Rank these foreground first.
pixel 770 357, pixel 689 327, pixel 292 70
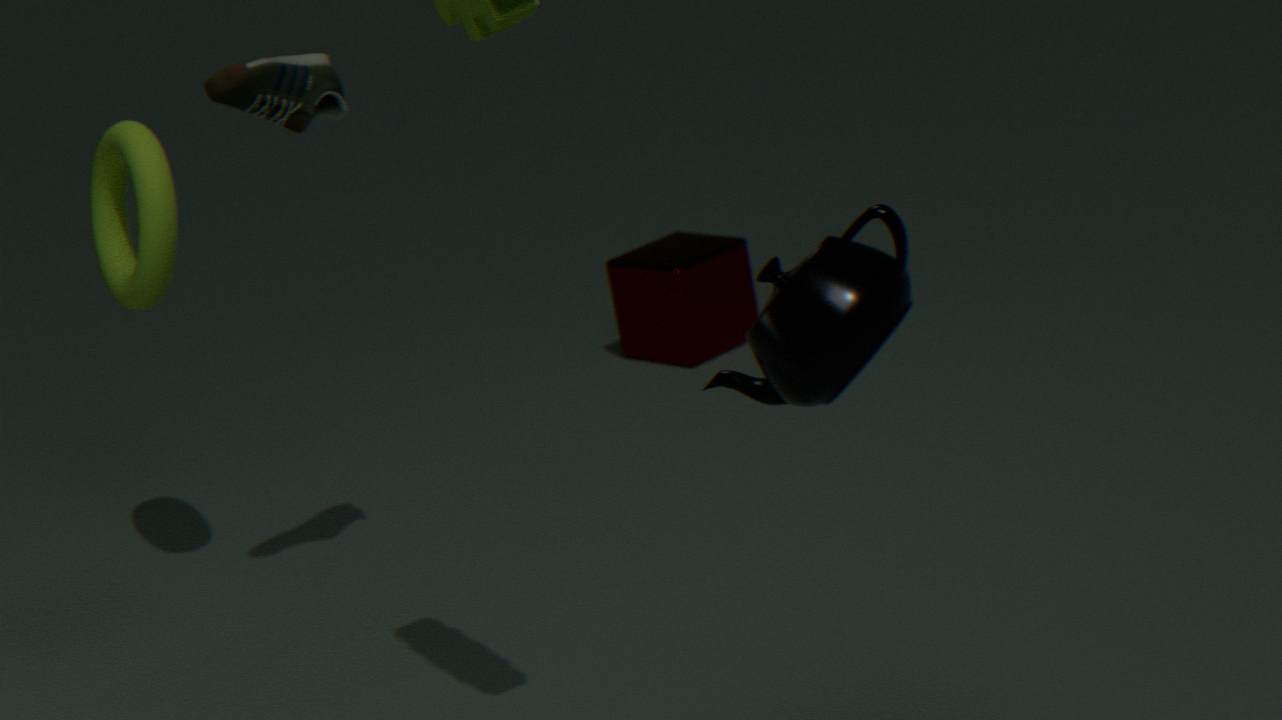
pixel 770 357, pixel 292 70, pixel 689 327
